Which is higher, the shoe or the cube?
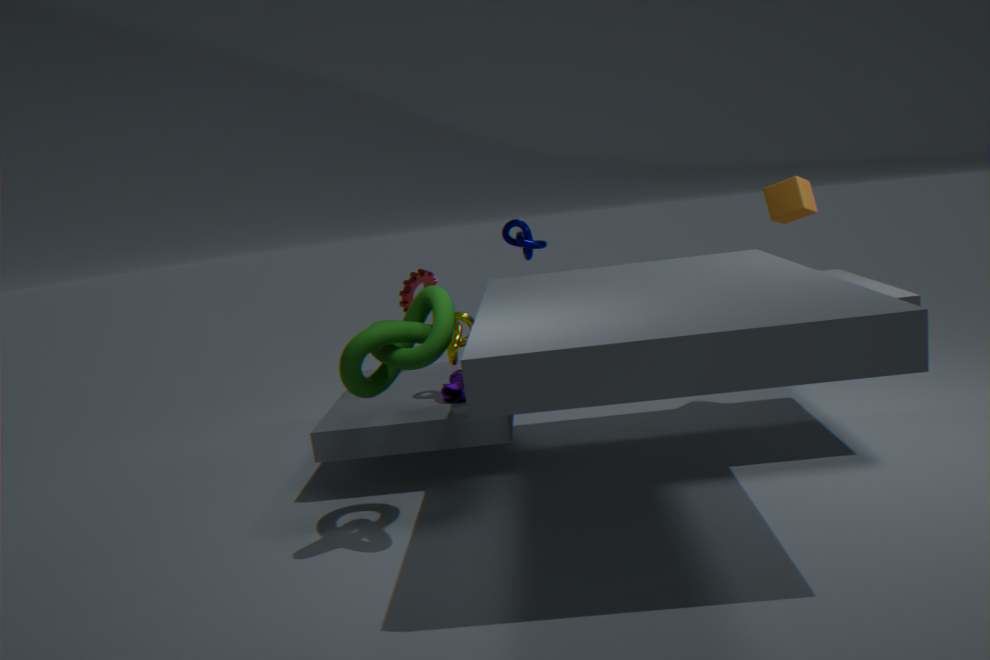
the cube
